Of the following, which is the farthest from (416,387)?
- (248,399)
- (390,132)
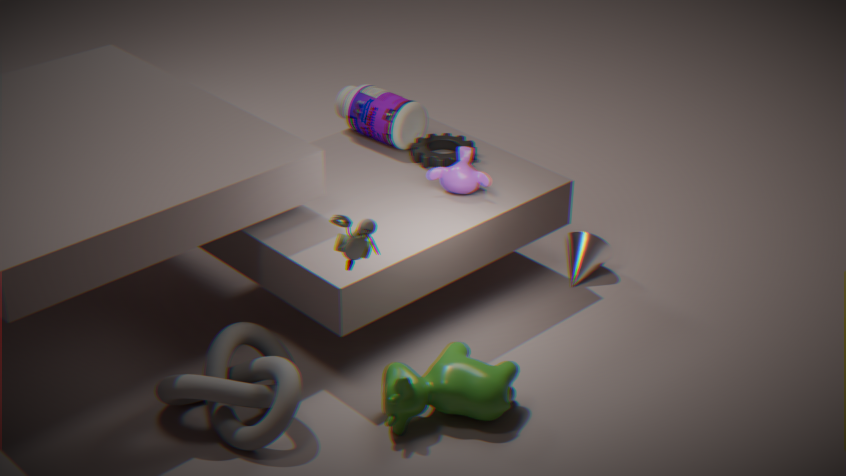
(390,132)
